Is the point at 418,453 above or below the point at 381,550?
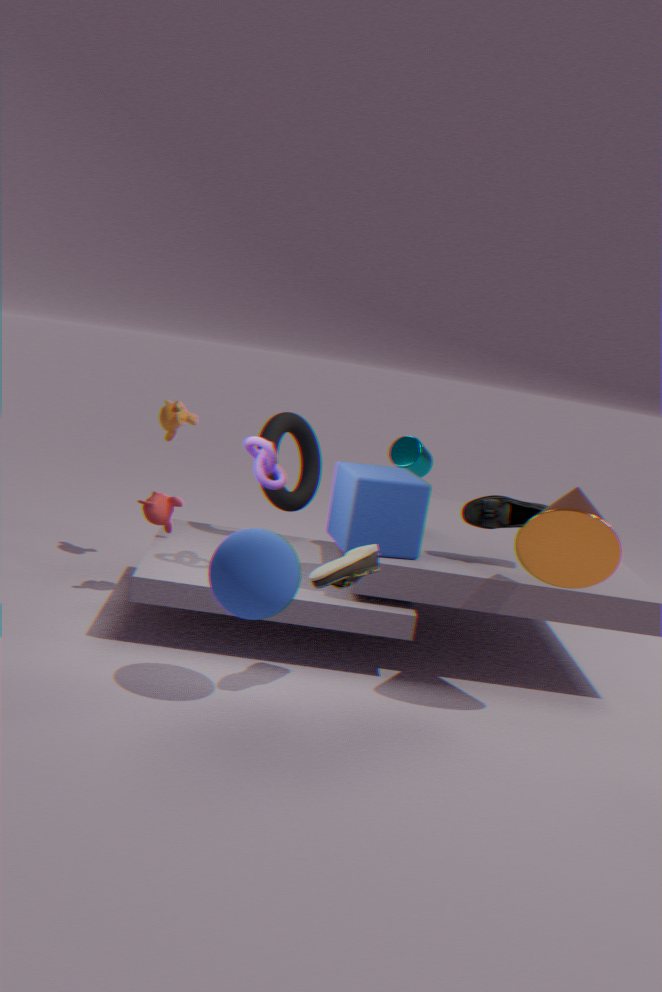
above
